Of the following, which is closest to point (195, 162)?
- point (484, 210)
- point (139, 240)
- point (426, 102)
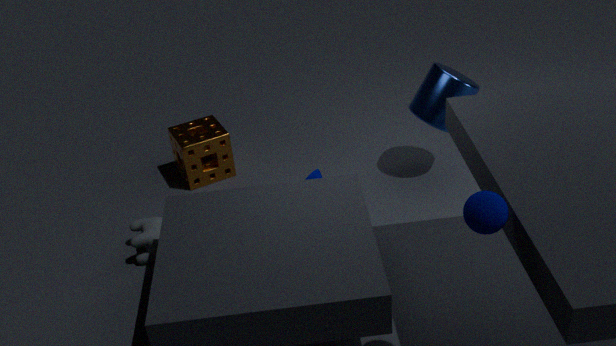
point (139, 240)
